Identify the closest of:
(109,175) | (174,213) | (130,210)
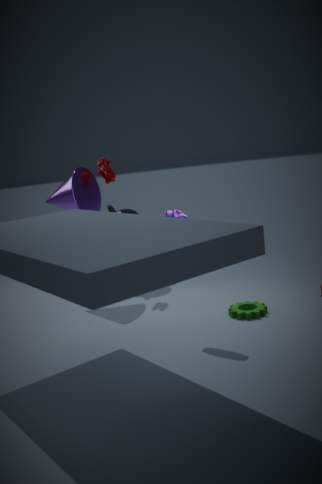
(174,213)
